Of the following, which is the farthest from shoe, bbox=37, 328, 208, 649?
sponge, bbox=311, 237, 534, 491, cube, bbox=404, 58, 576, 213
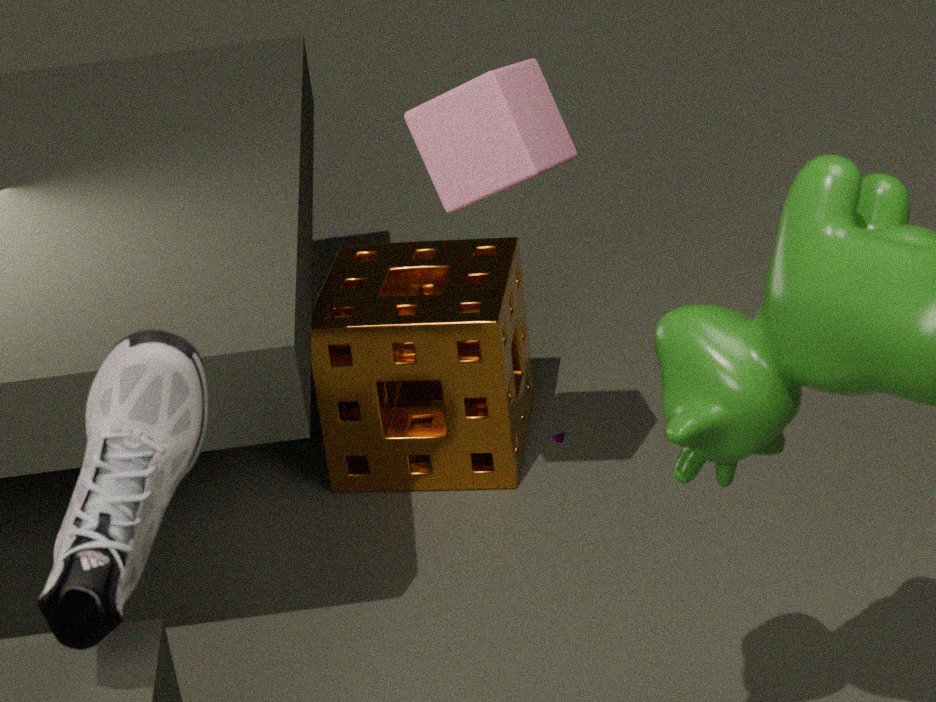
sponge, bbox=311, 237, 534, 491
